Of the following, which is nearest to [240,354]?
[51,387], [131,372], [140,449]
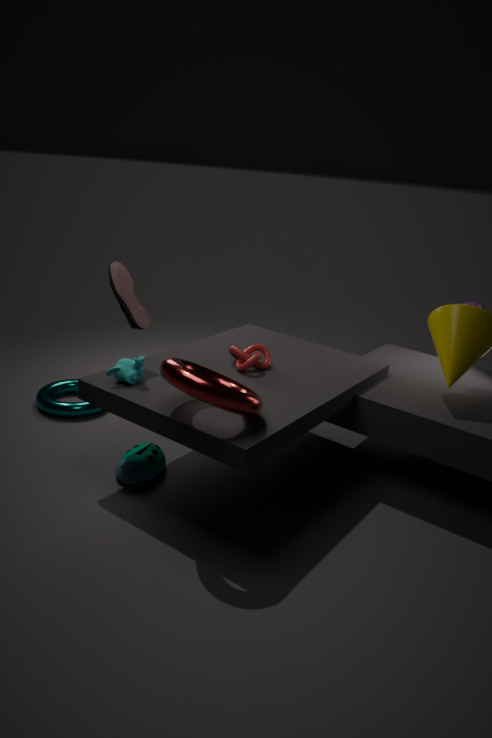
[131,372]
